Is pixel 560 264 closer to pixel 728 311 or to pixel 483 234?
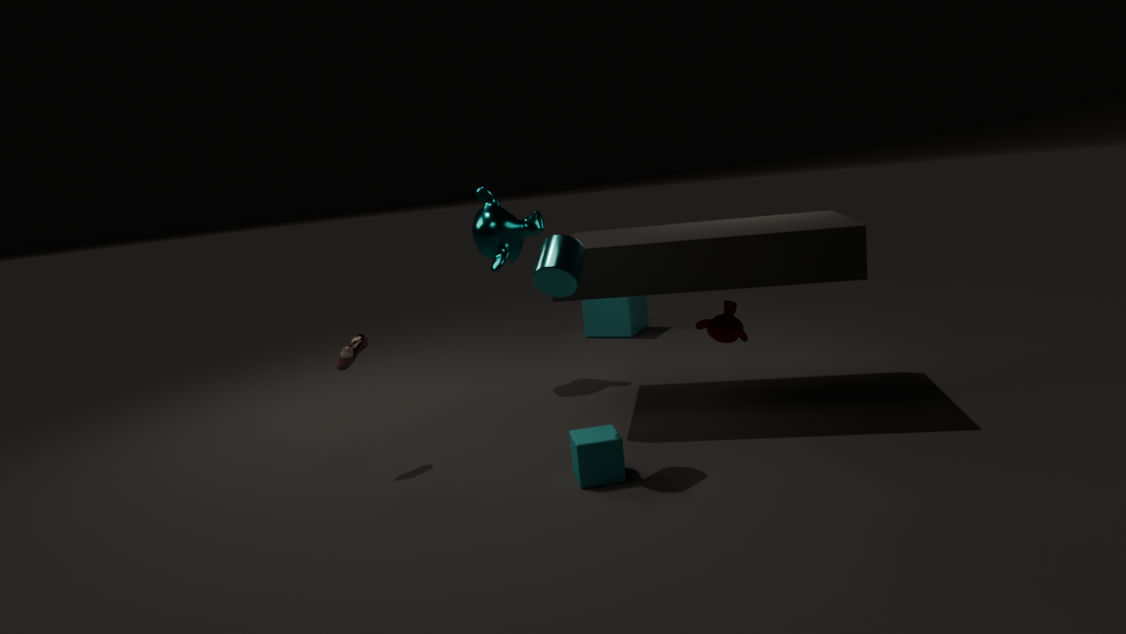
pixel 728 311
